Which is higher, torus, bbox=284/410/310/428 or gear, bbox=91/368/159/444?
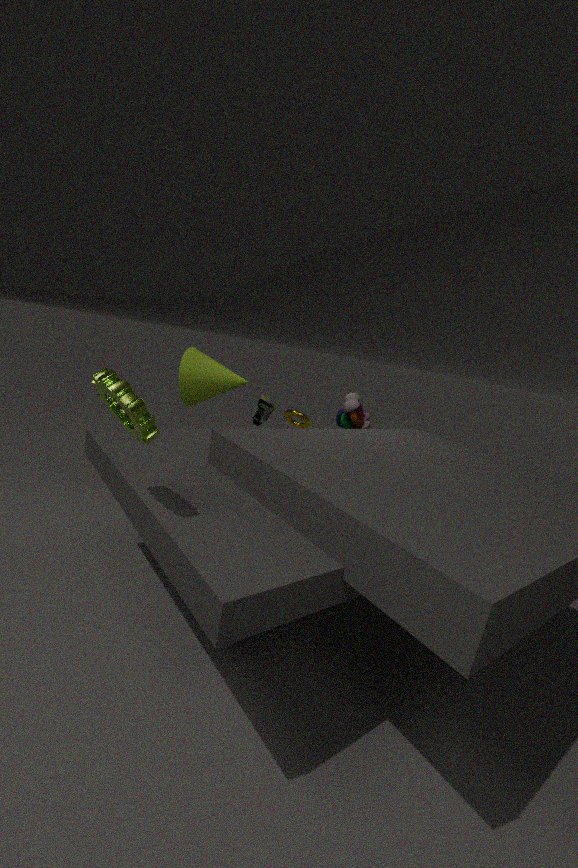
gear, bbox=91/368/159/444
